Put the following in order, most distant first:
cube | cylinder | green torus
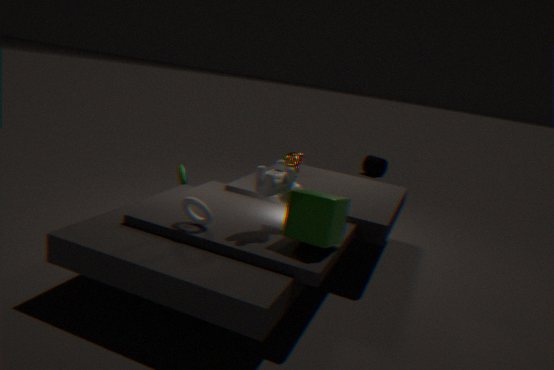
cylinder
green torus
cube
